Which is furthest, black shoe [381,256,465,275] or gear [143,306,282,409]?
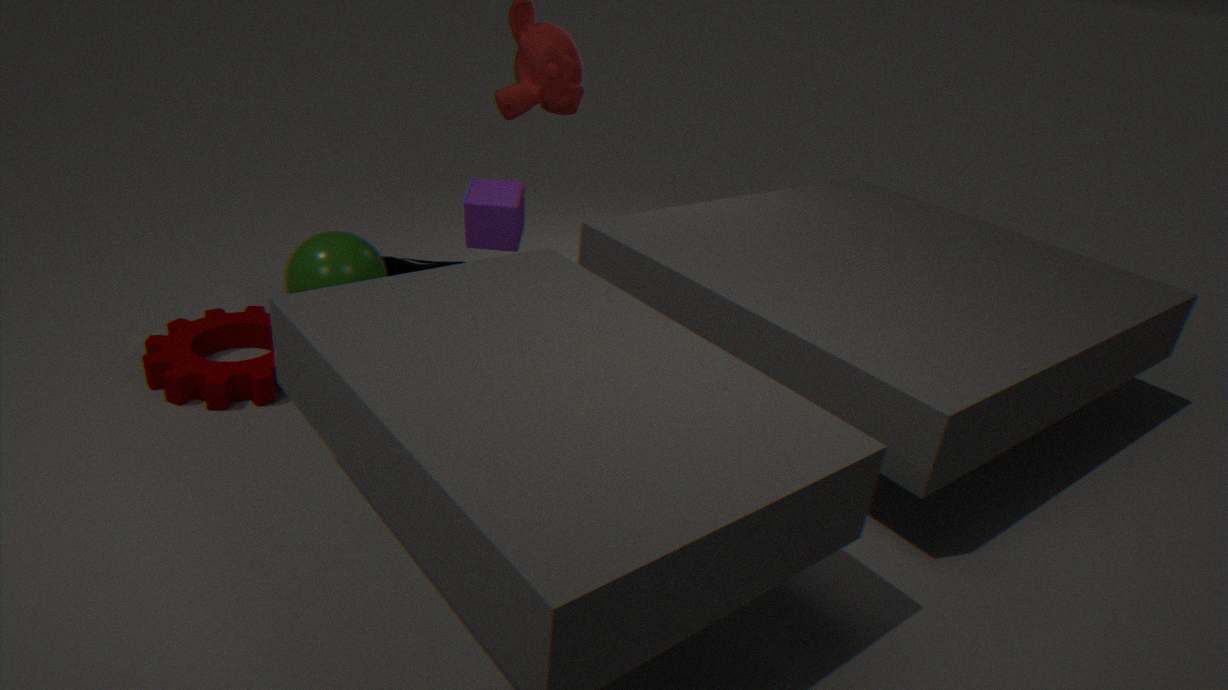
black shoe [381,256,465,275]
